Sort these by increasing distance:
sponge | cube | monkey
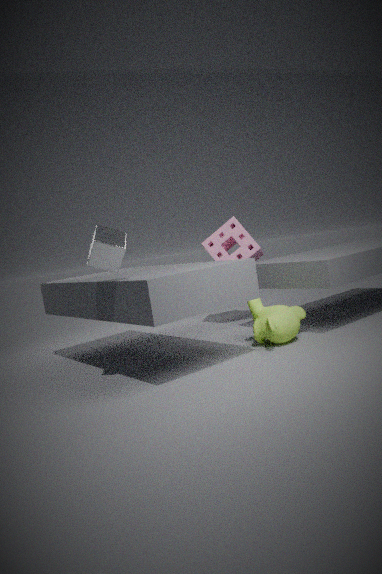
1. cube
2. monkey
3. sponge
